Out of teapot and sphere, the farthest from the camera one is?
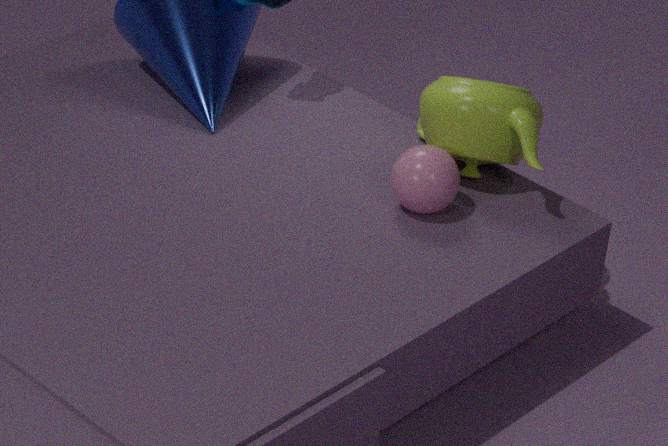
teapot
